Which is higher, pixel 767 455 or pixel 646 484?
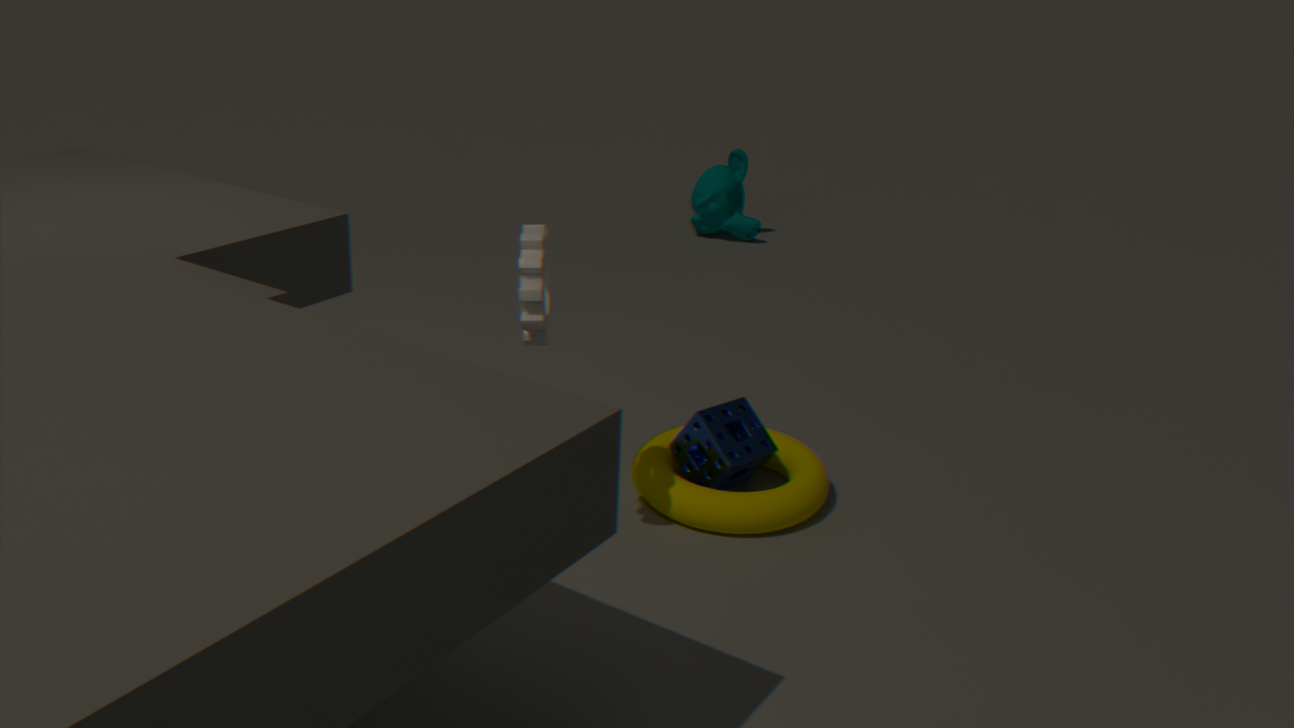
pixel 767 455
